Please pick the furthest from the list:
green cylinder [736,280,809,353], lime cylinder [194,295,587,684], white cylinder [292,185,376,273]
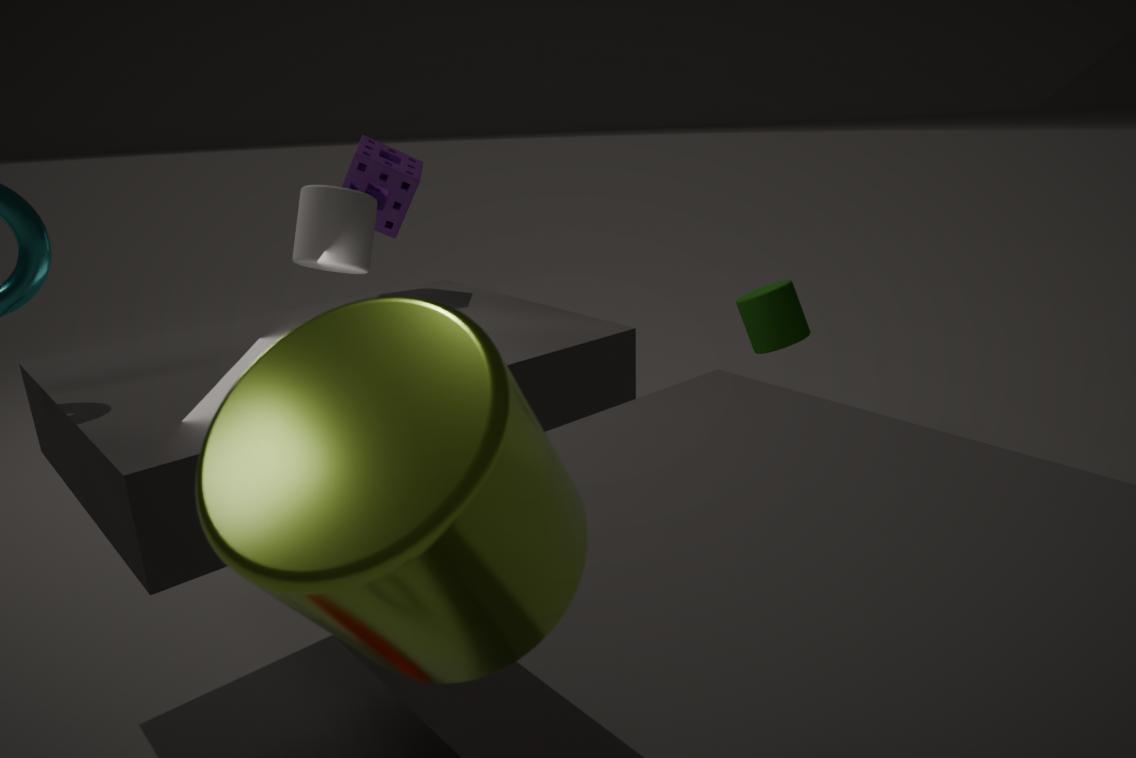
green cylinder [736,280,809,353]
